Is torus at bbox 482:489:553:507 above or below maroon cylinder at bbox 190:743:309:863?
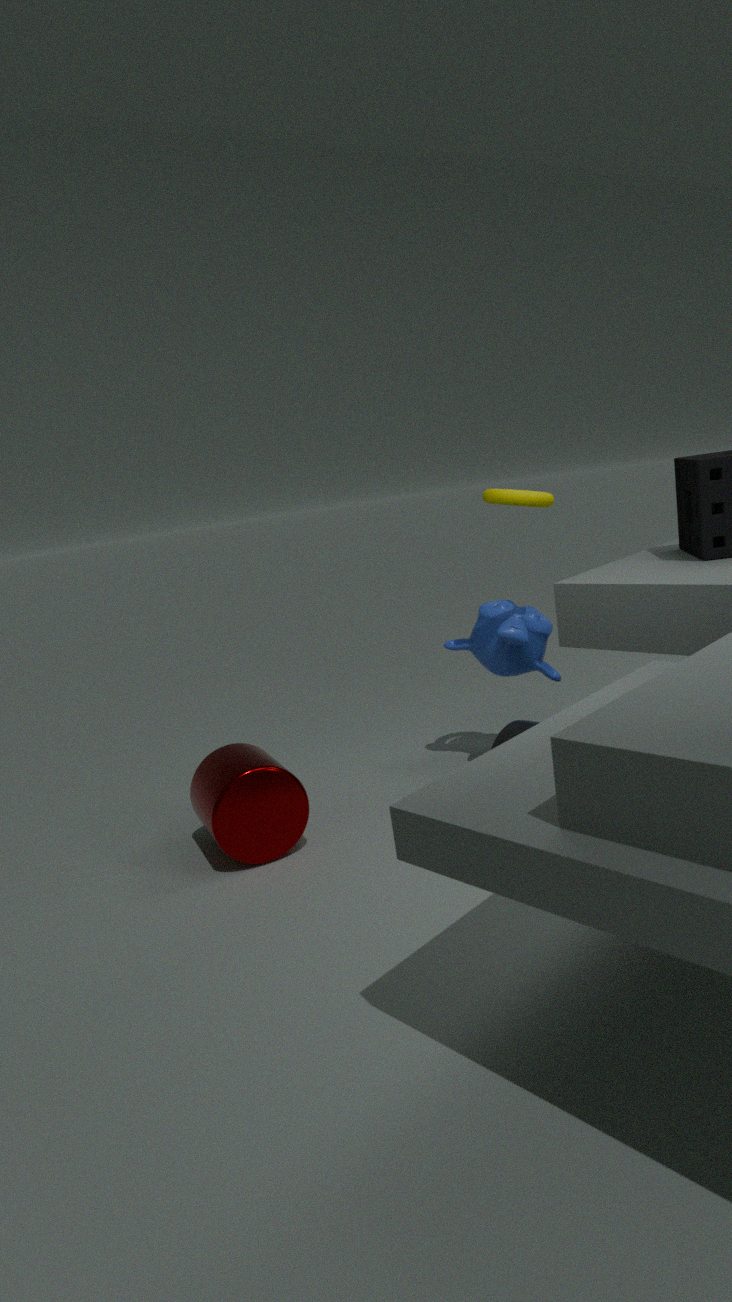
above
